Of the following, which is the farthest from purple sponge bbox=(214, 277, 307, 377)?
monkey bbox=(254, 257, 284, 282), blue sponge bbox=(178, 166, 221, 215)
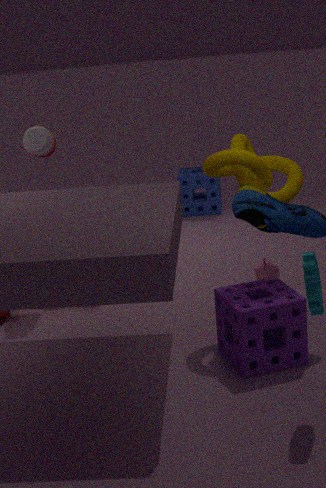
blue sponge bbox=(178, 166, 221, 215)
